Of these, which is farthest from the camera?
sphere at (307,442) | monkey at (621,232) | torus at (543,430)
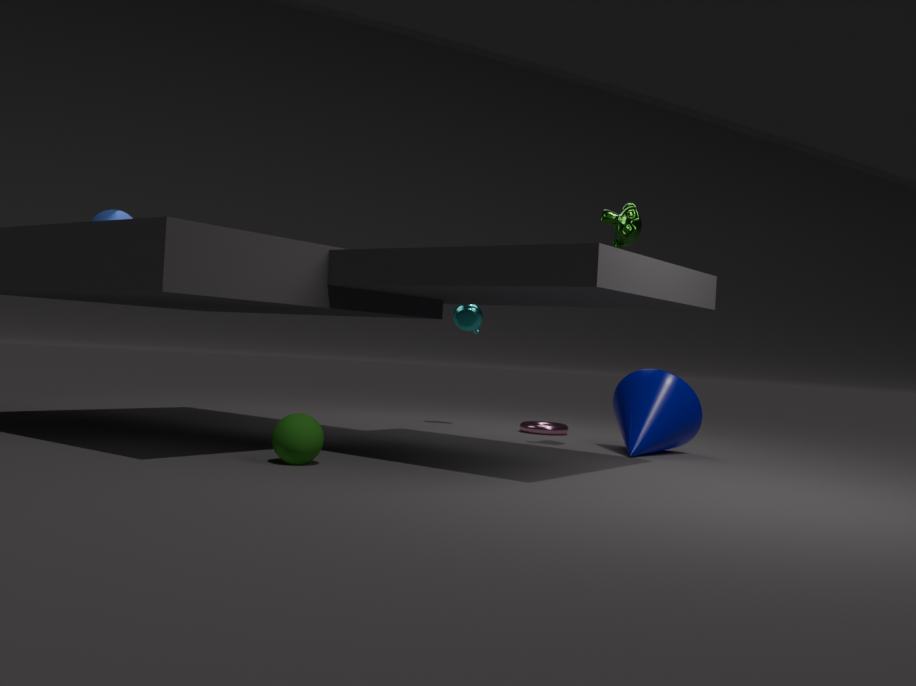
torus at (543,430)
